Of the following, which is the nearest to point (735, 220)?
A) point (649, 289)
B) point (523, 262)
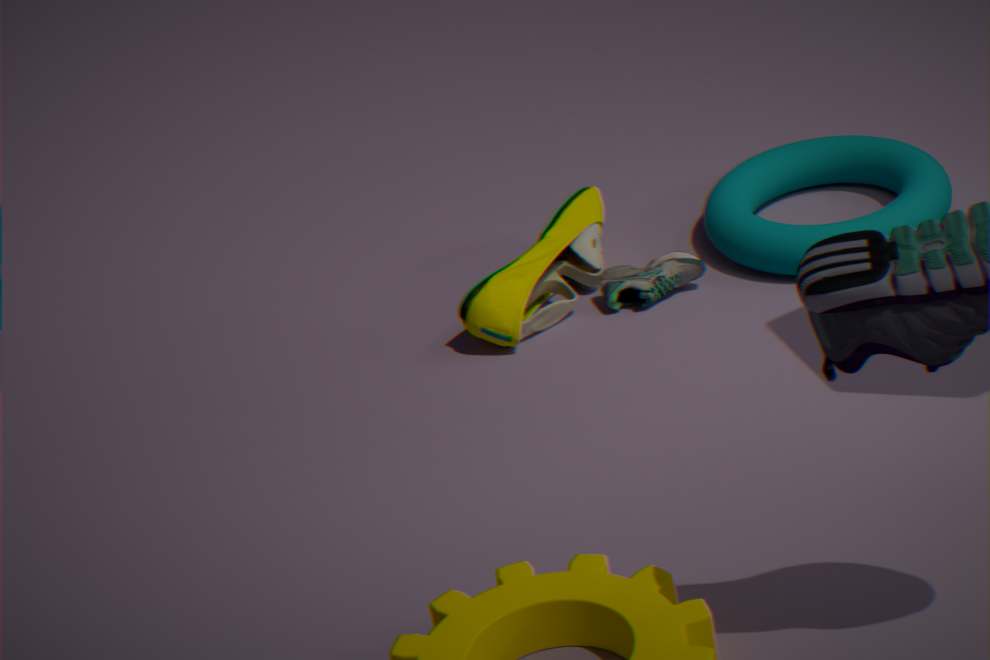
point (649, 289)
